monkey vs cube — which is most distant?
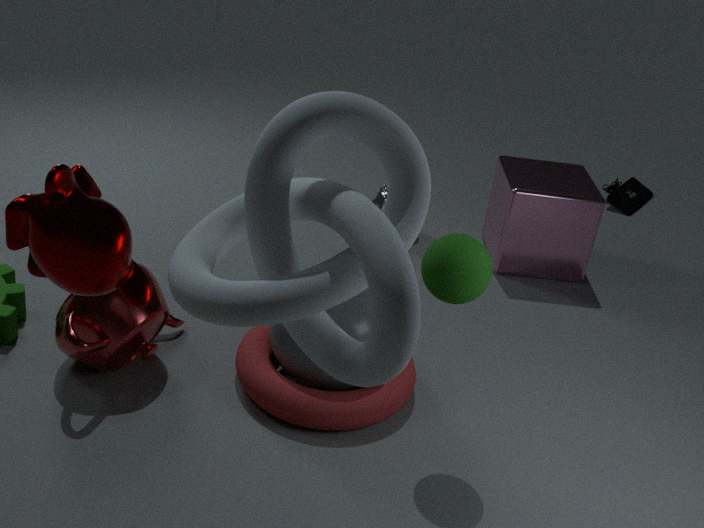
cube
